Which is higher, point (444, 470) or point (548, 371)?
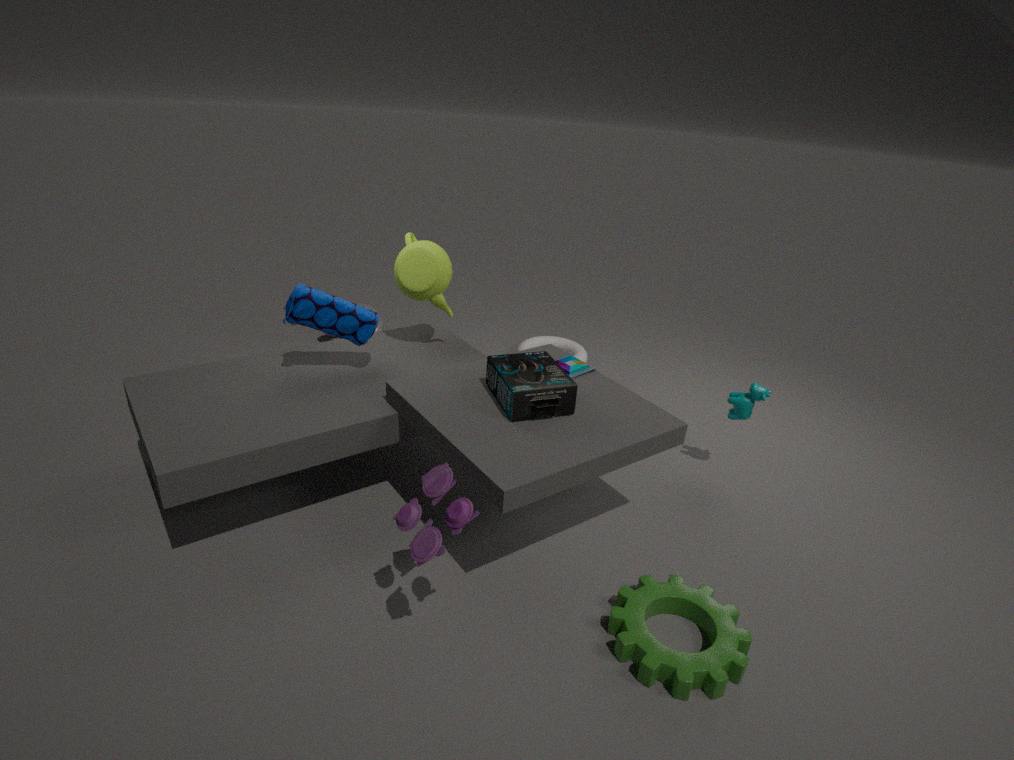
point (548, 371)
